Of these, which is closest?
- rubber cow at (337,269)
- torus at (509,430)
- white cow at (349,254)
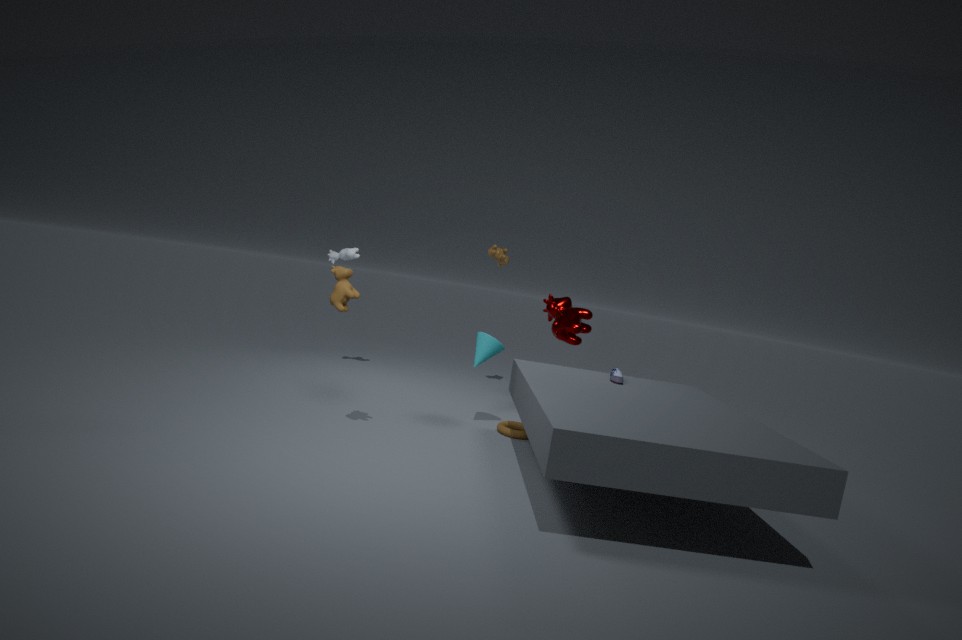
rubber cow at (337,269)
